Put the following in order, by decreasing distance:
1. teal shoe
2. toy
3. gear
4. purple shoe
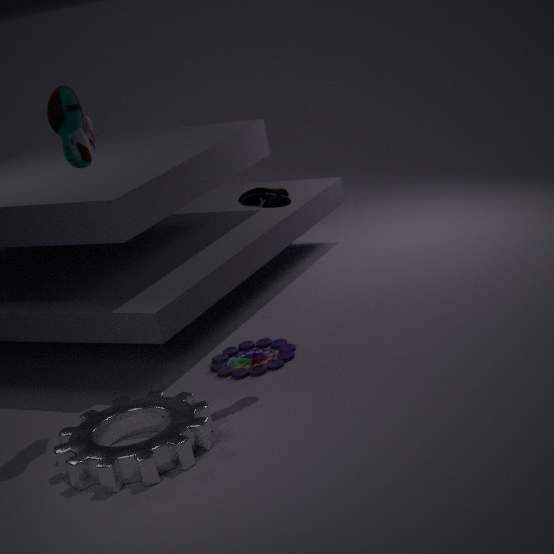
toy
purple shoe
teal shoe
gear
